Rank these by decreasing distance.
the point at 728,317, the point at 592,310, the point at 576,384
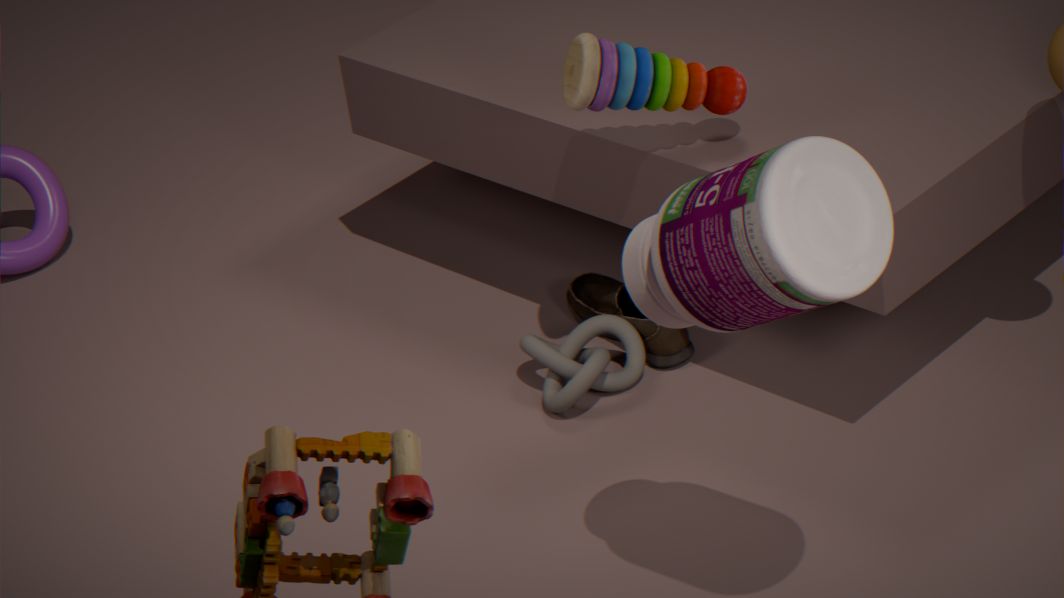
the point at 592,310 < the point at 576,384 < the point at 728,317
